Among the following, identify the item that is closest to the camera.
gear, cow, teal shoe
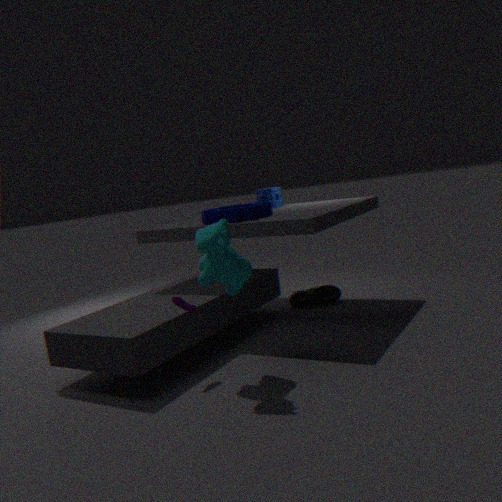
cow
